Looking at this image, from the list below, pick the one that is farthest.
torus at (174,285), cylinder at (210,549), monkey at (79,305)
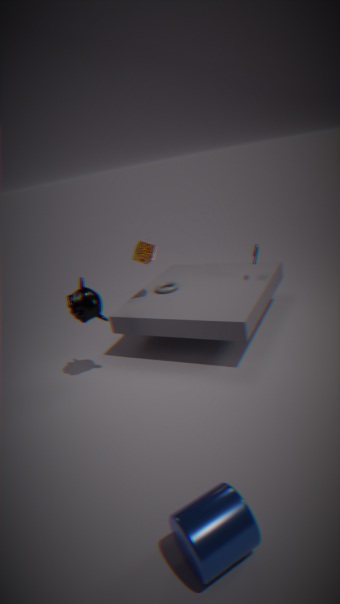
torus at (174,285)
